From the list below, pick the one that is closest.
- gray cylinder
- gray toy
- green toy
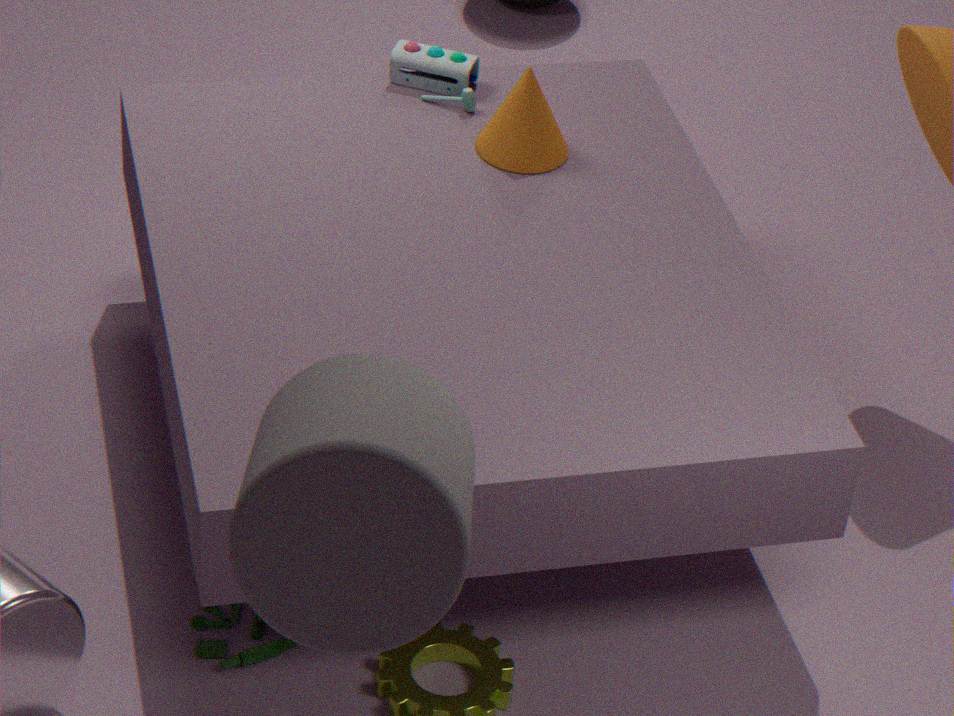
gray cylinder
